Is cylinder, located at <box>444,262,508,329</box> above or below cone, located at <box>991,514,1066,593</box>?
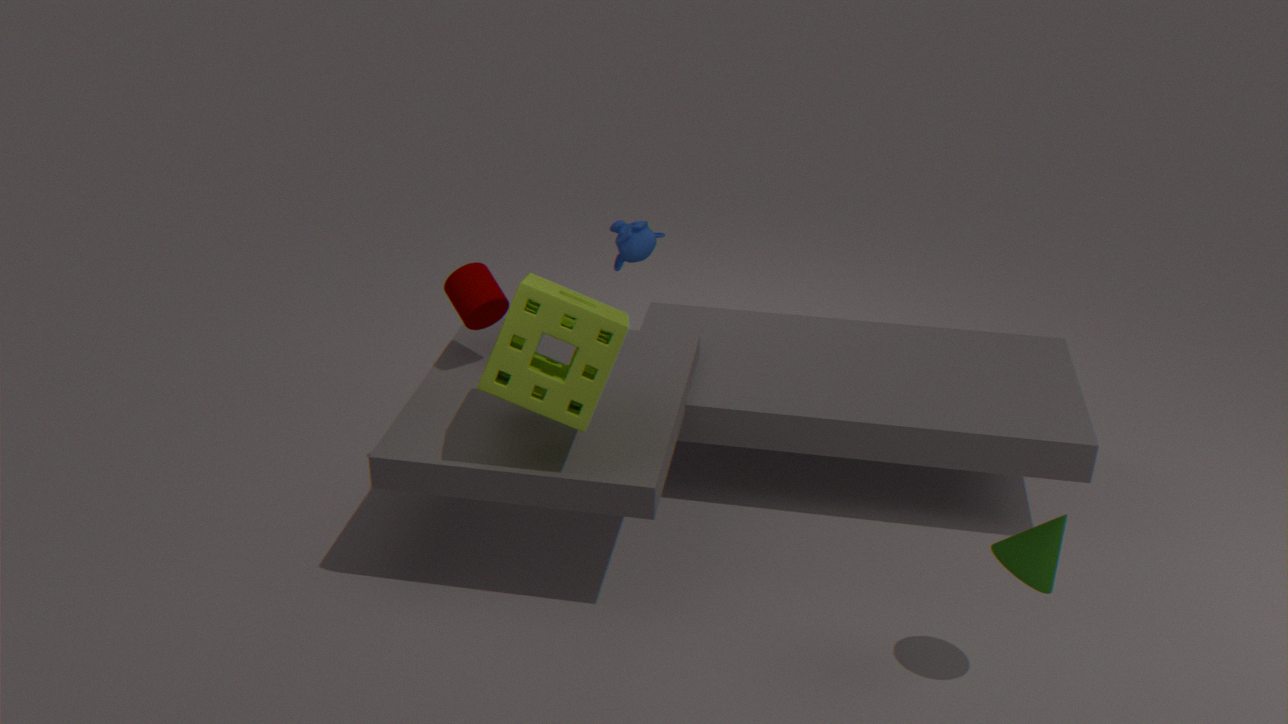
above
